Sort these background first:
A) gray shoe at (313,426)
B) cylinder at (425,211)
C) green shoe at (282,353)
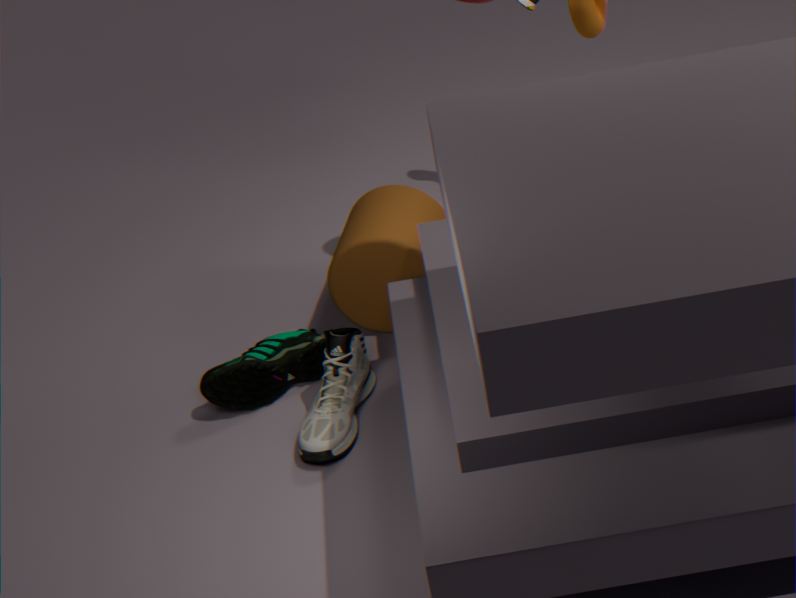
1. cylinder at (425,211)
2. green shoe at (282,353)
3. gray shoe at (313,426)
